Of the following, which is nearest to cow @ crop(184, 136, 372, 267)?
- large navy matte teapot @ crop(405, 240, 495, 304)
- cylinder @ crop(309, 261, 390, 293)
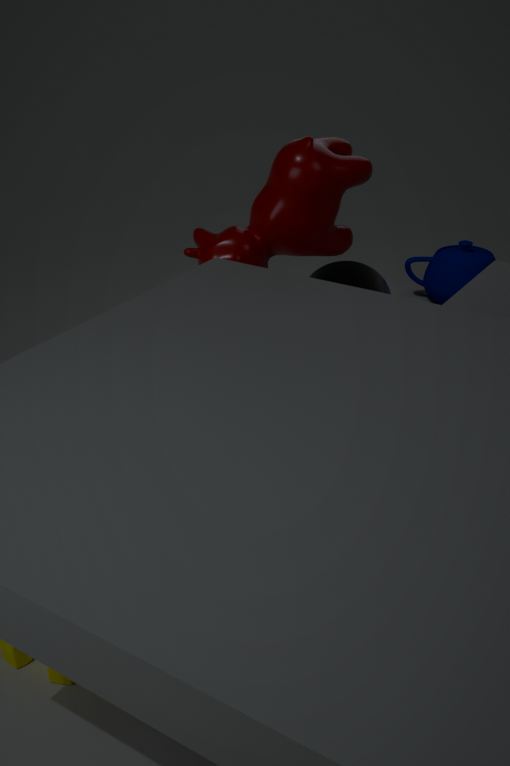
cylinder @ crop(309, 261, 390, 293)
